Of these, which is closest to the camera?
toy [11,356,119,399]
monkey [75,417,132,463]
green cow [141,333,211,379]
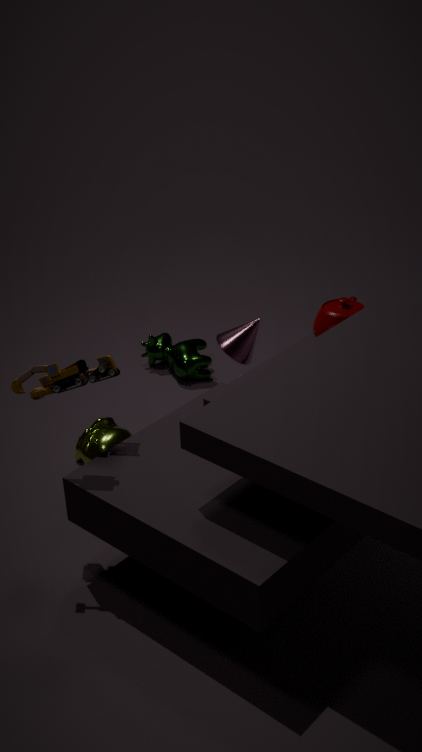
toy [11,356,119,399]
